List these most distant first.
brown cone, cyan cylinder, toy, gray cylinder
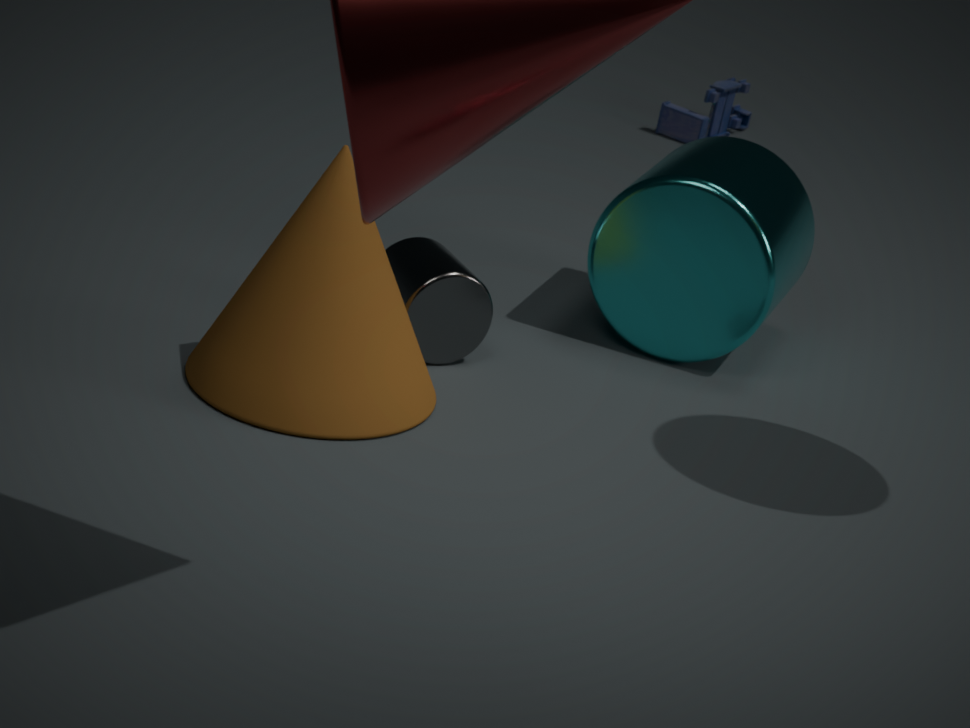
toy, cyan cylinder, gray cylinder, brown cone
